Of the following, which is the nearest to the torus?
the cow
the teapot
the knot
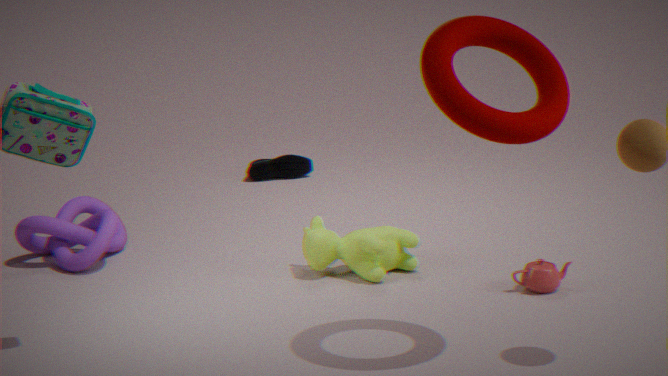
the teapot
